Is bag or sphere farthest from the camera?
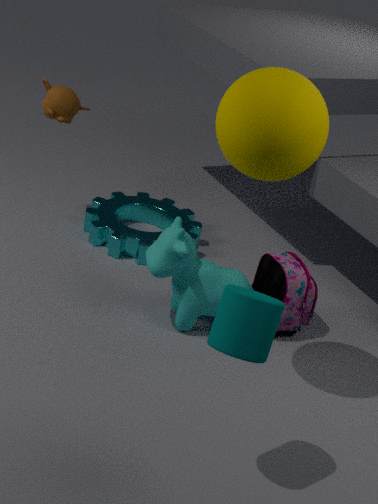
bag
